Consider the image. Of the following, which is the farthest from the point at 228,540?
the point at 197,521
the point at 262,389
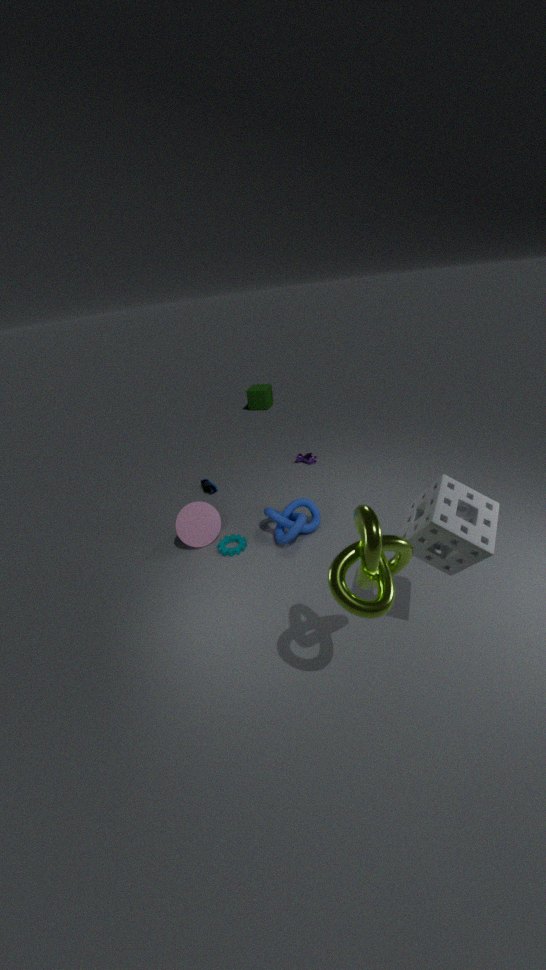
the point at 262,389
